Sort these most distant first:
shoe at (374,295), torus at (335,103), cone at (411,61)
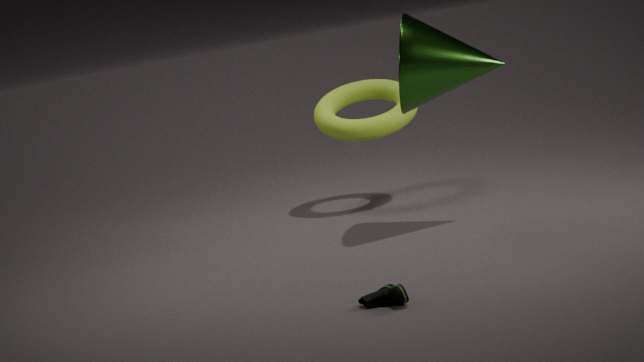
torus at (335,103)
cone at (411,61)
shoe at (374,295)
